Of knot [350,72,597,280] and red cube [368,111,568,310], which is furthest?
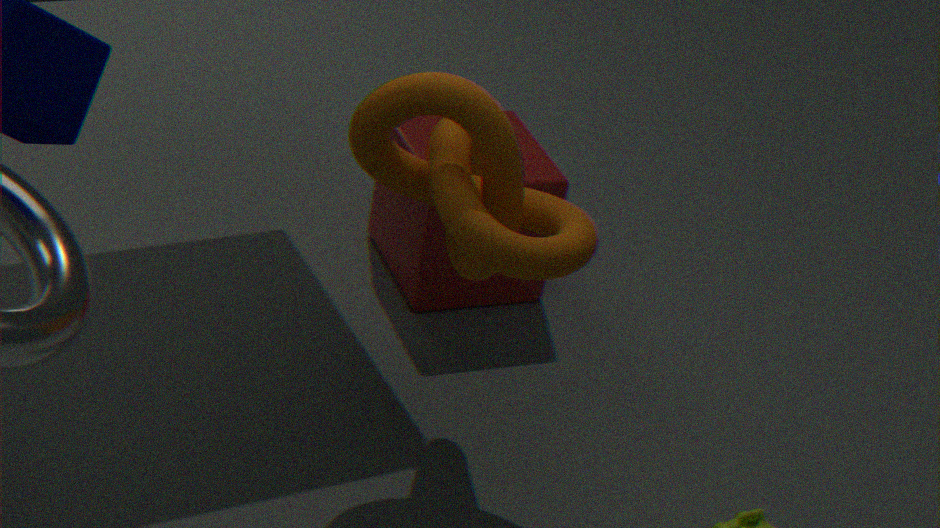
red cube [368,111,568,310]
